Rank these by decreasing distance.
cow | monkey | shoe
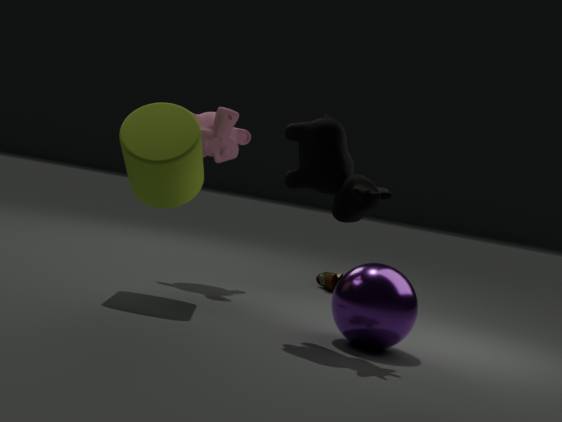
shoe → monkey → cow
